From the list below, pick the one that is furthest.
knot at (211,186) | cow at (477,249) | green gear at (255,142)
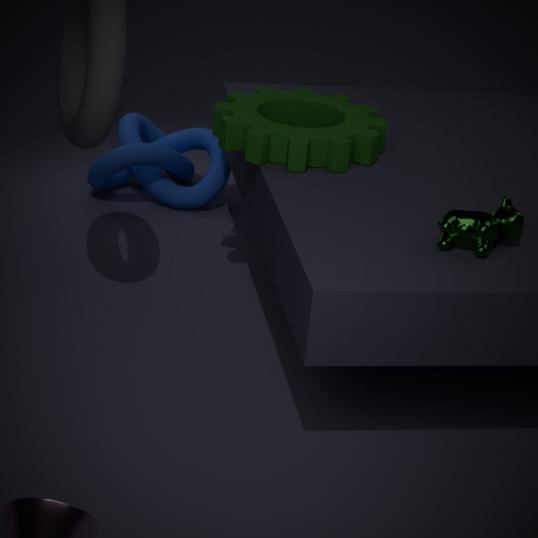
knot at (211,186)
